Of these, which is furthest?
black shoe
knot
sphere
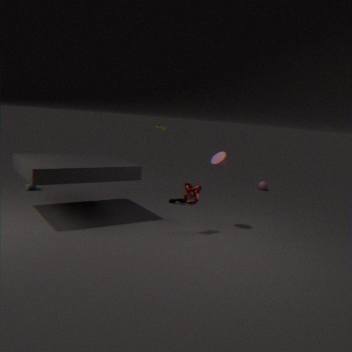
sphere
